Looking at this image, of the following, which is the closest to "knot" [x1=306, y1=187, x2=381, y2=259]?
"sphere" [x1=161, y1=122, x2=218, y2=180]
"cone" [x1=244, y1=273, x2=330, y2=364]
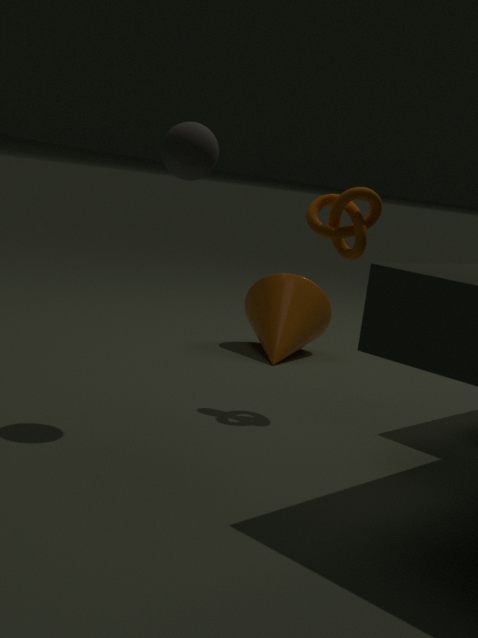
"sphere" [x1=161, y1=122, x2=218, y2=180]
